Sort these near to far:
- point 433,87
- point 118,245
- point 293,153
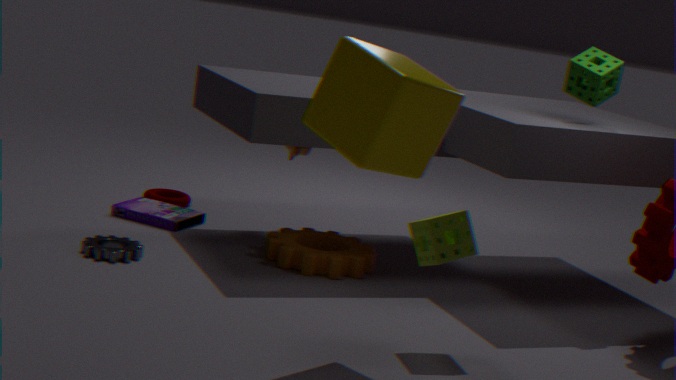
point 433,87
point 118,245
point 293,153
